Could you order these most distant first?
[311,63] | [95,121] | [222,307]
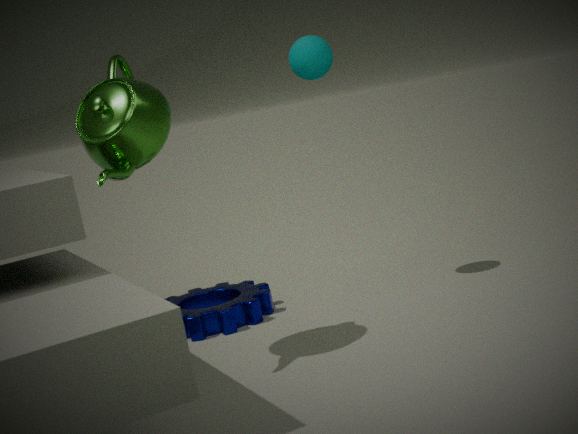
[222,307] < [311,63] < [95,121]
